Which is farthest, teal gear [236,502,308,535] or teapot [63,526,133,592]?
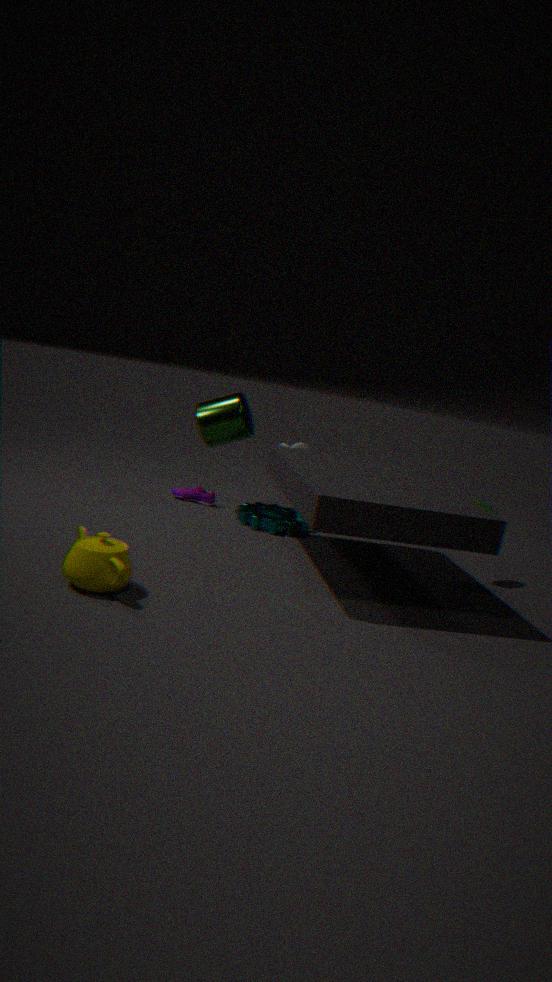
teal gear [236,502,308,535]
